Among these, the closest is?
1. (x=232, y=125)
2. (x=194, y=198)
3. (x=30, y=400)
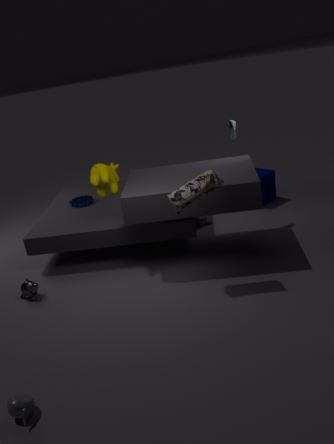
(x=30, y=400)
